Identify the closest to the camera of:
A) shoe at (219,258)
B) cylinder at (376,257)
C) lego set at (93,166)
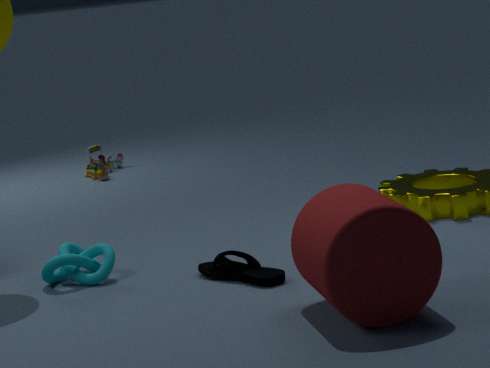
cylinder at (376,257)
